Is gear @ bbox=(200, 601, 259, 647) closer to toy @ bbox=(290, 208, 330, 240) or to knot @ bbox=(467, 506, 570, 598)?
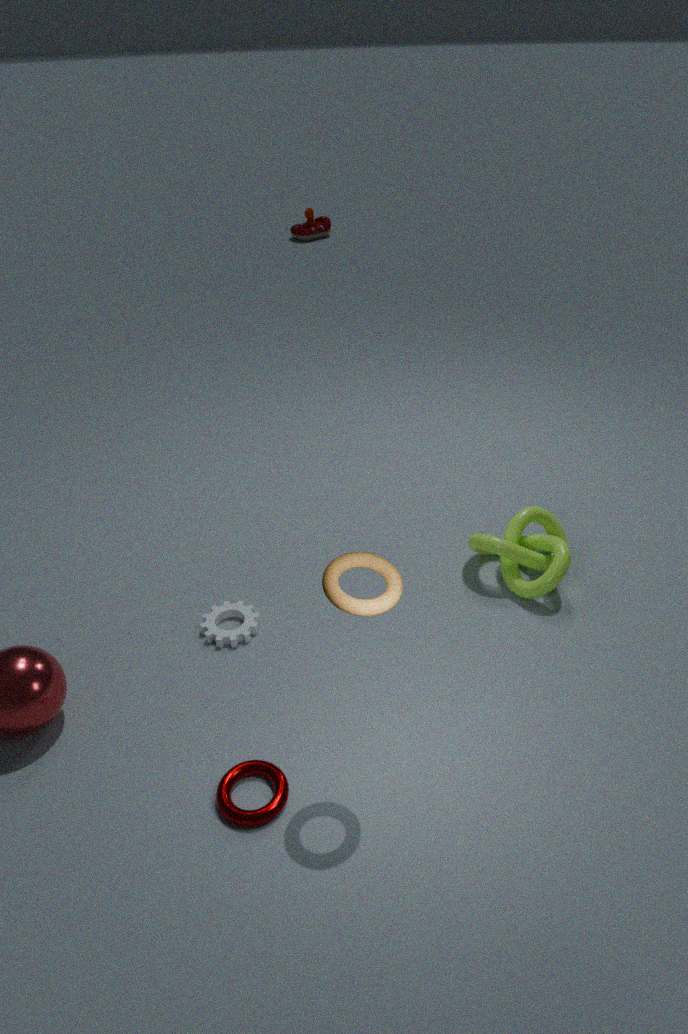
knot @ bbox=(467, 506, 570, 598)
